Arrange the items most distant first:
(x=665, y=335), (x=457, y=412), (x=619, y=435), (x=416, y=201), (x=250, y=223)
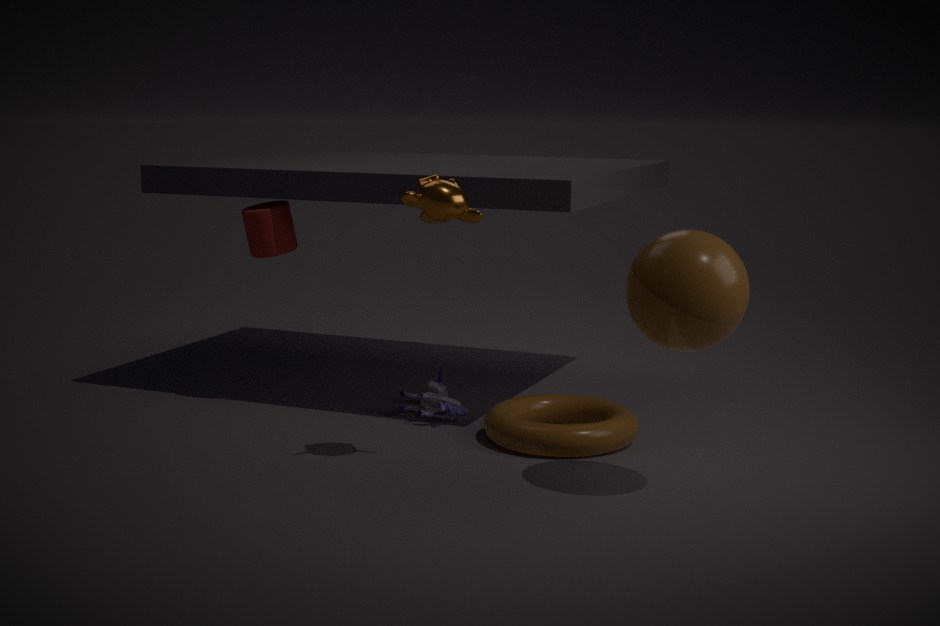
(x=250, y=223)
(x=457, y=412)
(x=619, y=435)
(x=416, y=201)
(x=665, y=335)
